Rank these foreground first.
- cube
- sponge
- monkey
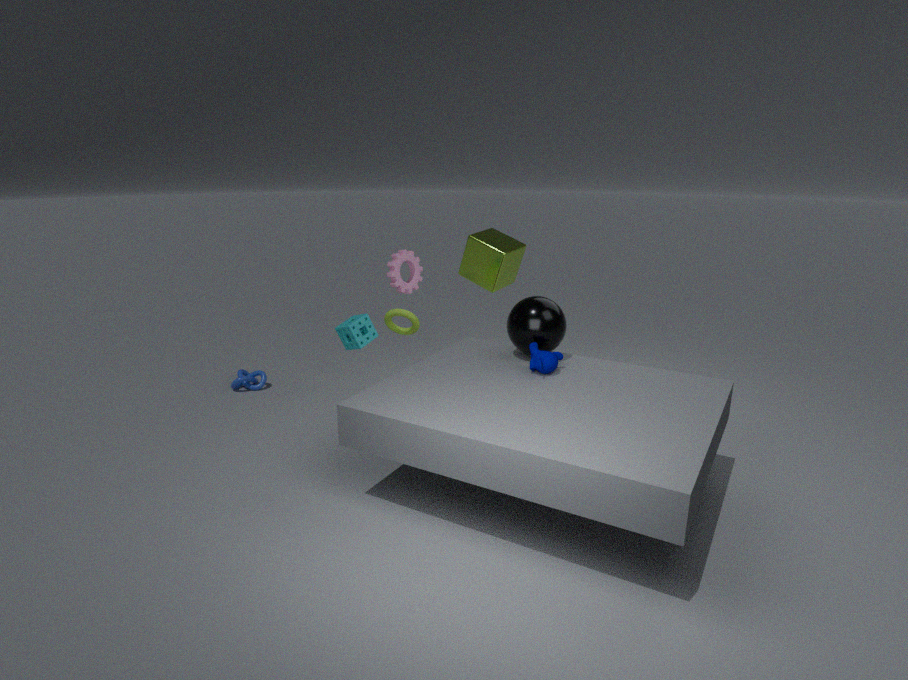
monkey
sponge
cube
